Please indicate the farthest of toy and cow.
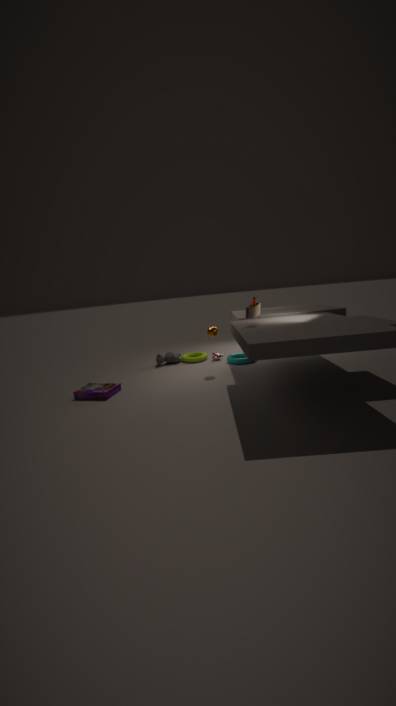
cow
